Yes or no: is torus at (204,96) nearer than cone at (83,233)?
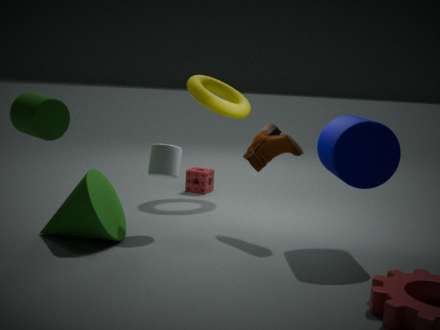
No
